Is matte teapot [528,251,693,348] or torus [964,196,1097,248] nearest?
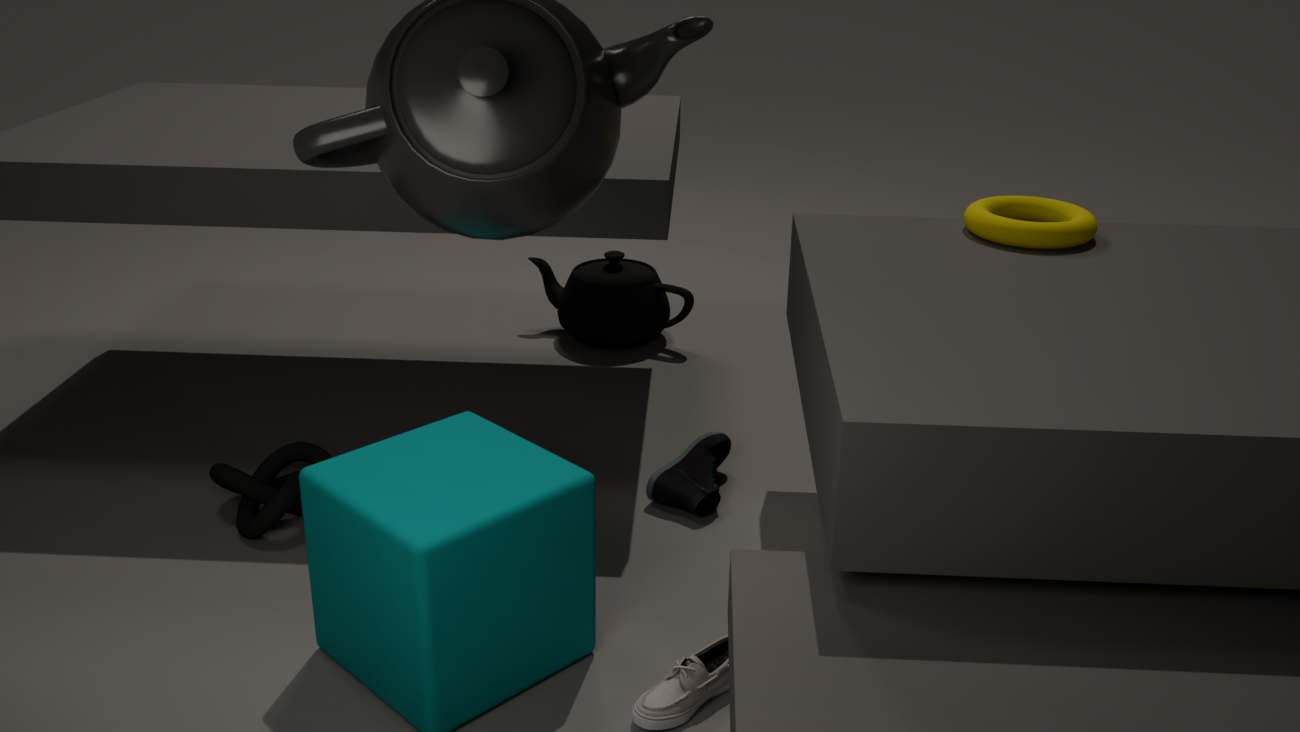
torus [964,196,1097,248]
